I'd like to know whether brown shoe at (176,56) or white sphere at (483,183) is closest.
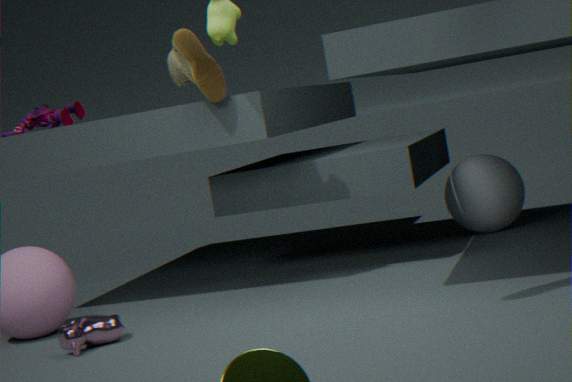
brown shoe at (176,56)
